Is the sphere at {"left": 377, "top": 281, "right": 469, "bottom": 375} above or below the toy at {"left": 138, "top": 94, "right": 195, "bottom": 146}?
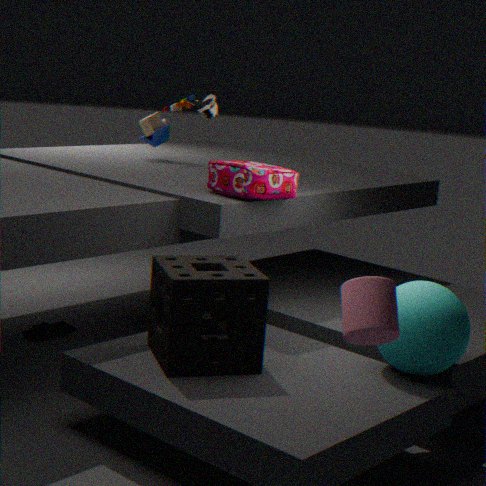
below
